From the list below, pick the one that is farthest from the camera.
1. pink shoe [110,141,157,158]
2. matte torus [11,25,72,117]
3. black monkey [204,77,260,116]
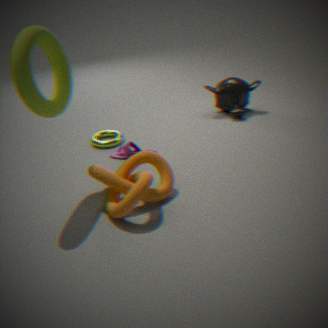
black monkey [204,77,260,116]
